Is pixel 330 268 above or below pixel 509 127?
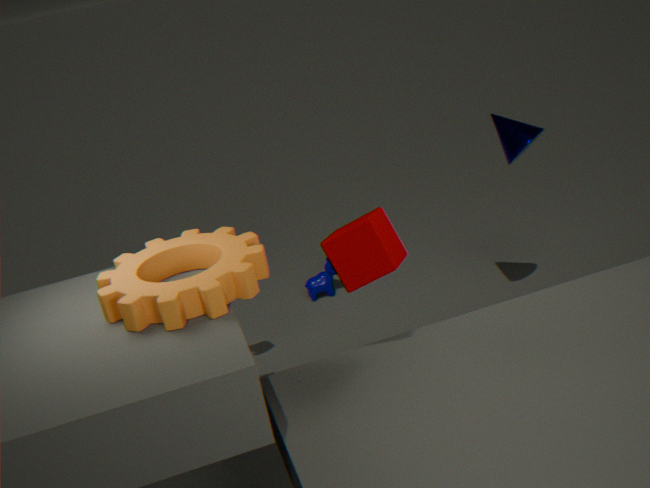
below
